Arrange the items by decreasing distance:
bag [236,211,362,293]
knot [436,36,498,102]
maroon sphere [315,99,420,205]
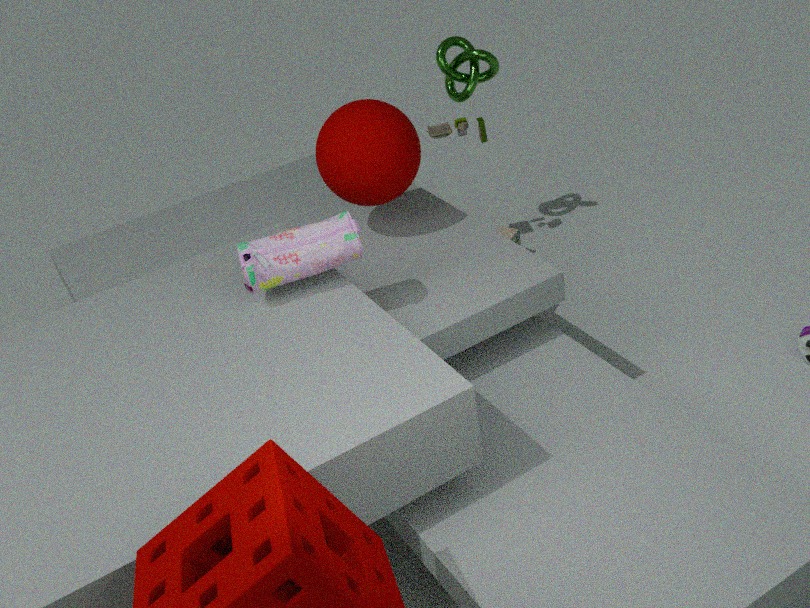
1. knot [436,36,498,102]
2. maroon sphere [315,99,420,205]
3. bag [236,211,362,293]
